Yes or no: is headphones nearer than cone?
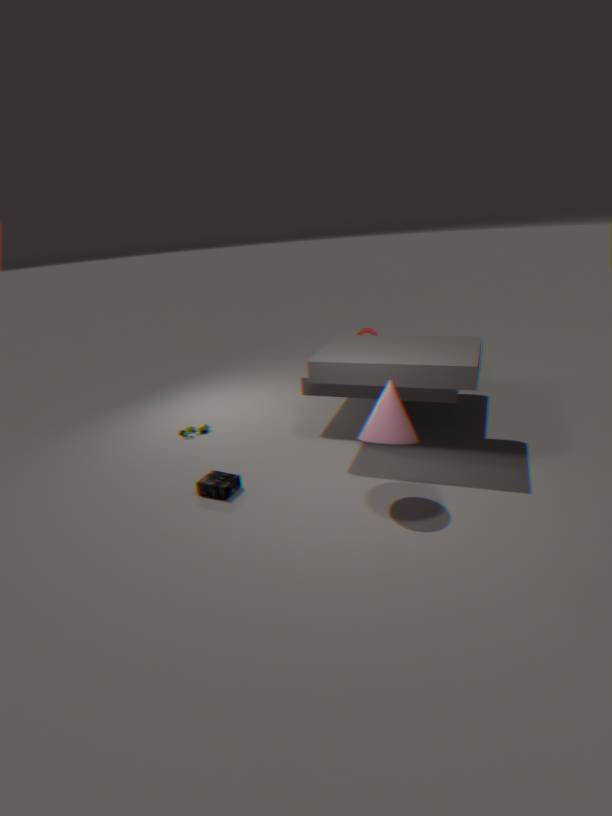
No
